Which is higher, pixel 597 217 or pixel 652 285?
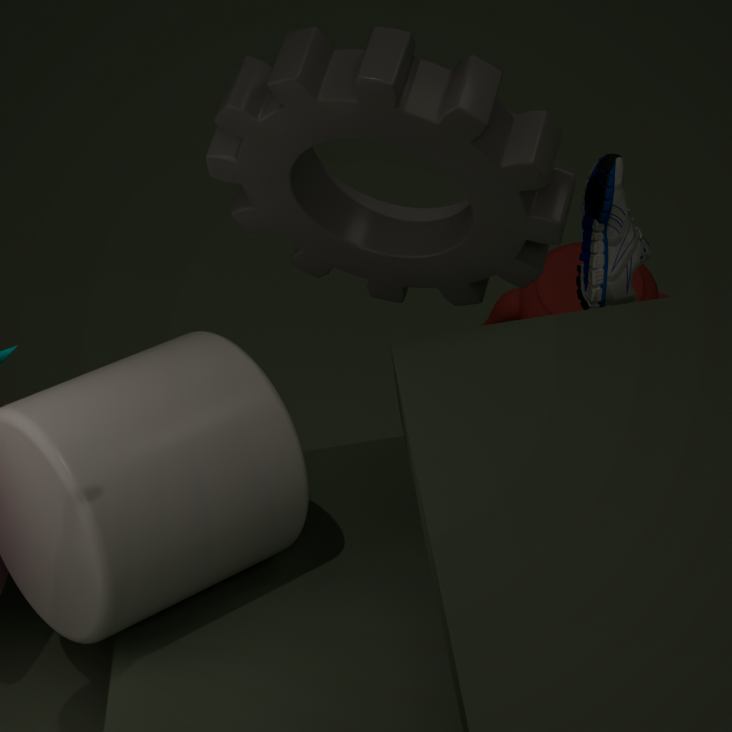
pixel 597 217
